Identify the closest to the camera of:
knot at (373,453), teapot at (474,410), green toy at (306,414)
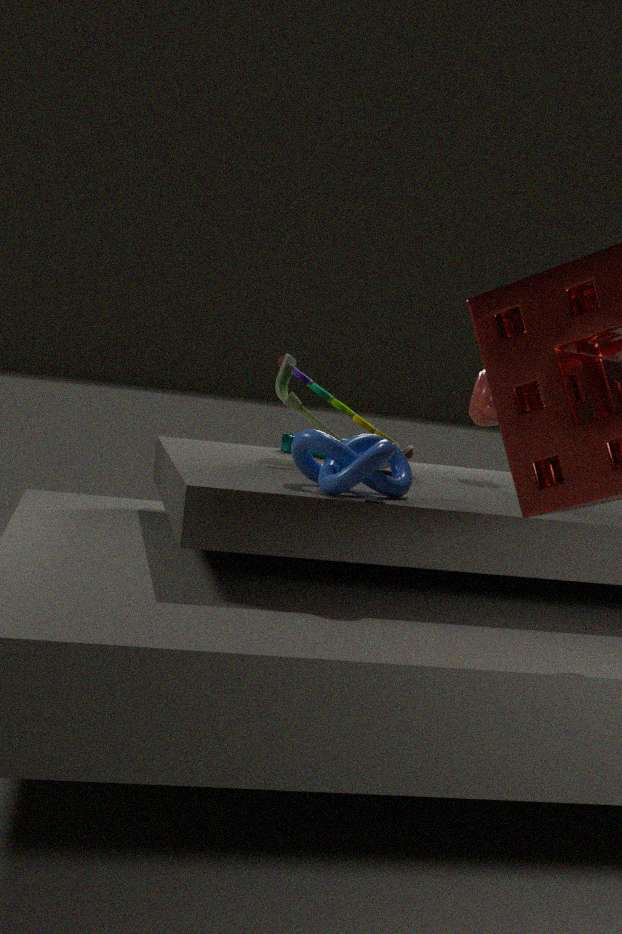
knot at (373,453)
